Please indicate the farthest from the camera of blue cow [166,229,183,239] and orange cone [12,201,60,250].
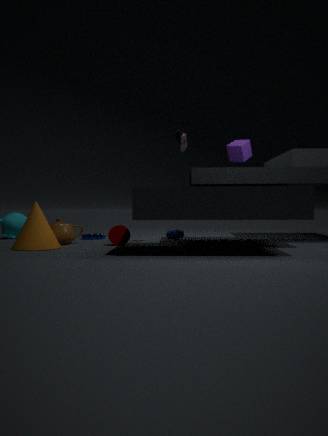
blue cow [166,229,183,239]
